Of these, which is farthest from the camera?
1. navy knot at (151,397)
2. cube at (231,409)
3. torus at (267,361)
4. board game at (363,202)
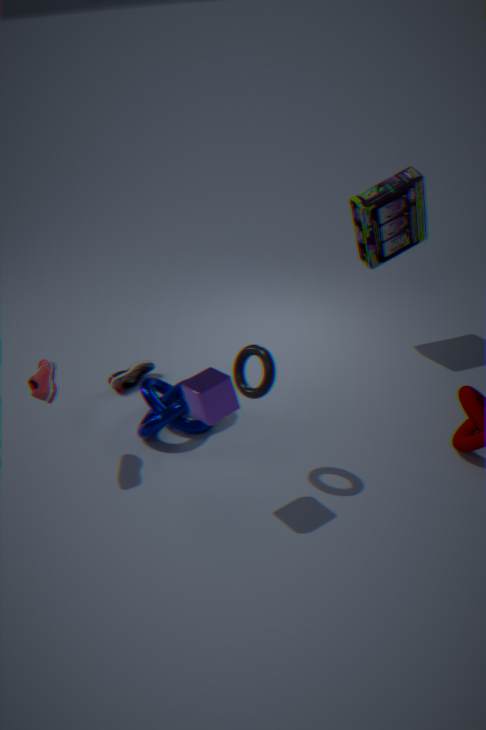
board game at (363,202)
